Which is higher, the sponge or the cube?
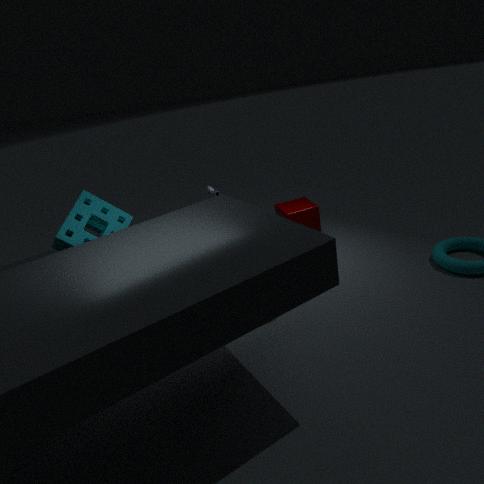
the sponge
